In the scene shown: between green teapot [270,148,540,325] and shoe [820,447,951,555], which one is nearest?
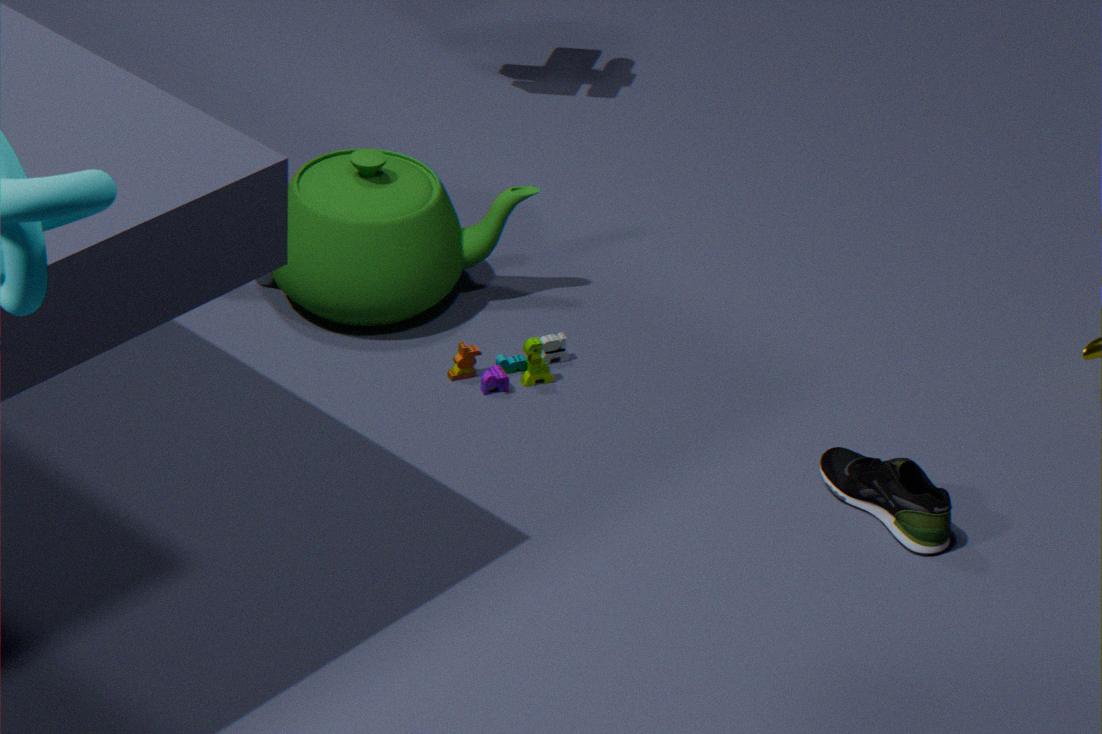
shoe [820,447,951,555]
